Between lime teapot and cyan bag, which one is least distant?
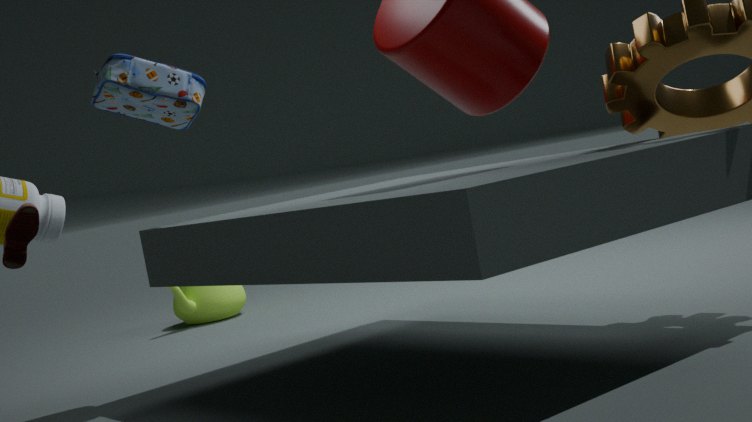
cyan bag
